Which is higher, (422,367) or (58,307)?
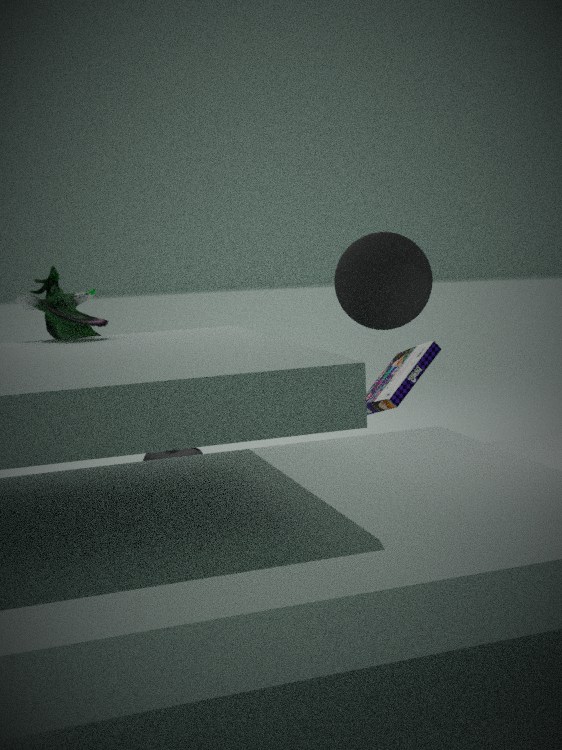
(58,307)
